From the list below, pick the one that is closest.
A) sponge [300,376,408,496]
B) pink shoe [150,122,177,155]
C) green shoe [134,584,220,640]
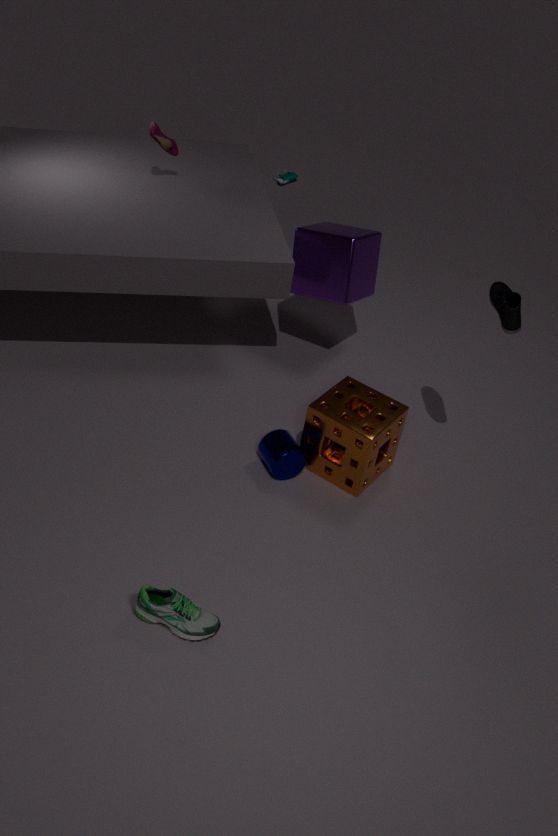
green shoe [134,584,220,640]
